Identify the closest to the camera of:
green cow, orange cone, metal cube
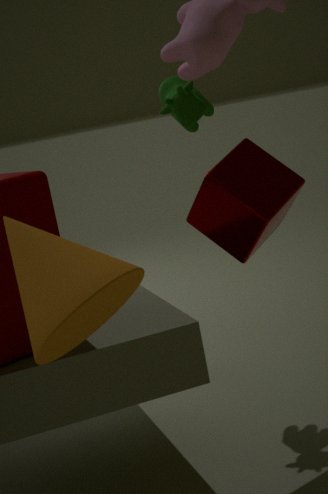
orange cone
